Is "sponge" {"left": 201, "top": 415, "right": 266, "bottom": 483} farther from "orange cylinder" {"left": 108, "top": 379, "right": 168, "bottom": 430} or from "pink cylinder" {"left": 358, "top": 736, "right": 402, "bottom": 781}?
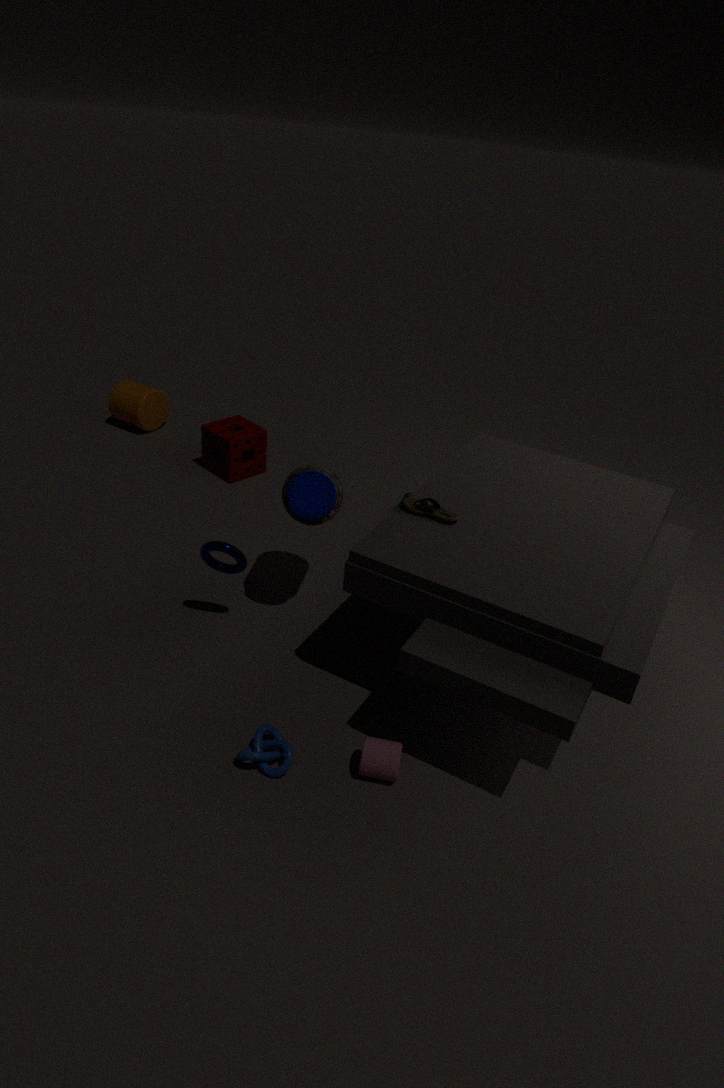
"pink cylinder" {"left": 358, "top": 736, "right": 402, "bottom": 781}
